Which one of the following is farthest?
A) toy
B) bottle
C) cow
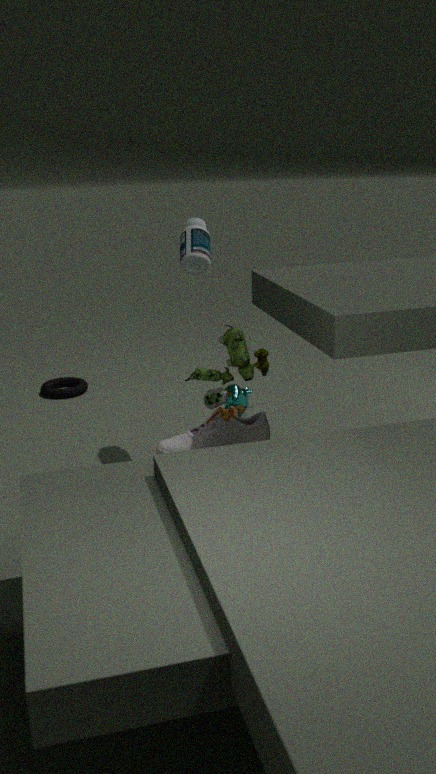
cow
